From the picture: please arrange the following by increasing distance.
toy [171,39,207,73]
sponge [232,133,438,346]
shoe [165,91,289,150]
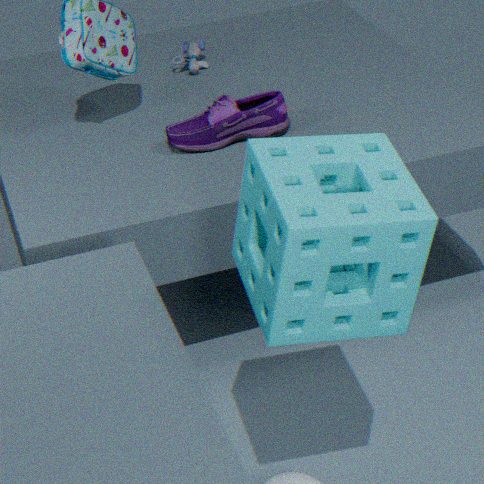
sponge [232,133,438,346], shoe [165,91,289,150], toy [171,39,207,73]
